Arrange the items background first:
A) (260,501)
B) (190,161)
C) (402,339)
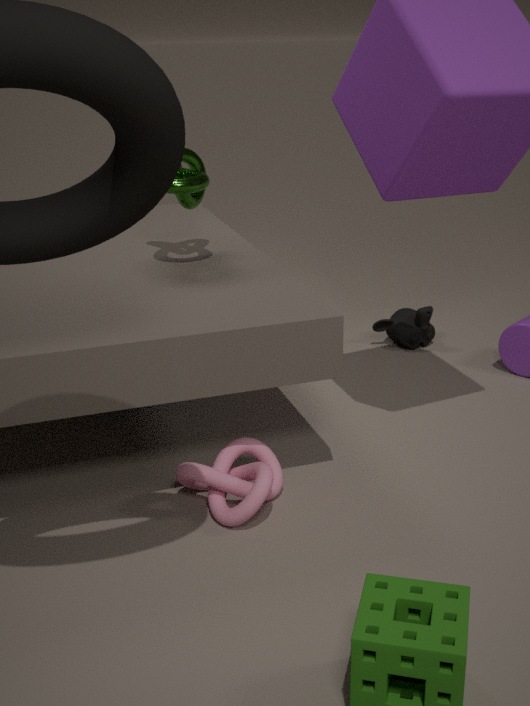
1. (402,339)
2. (190,161)
3. (260,501)
